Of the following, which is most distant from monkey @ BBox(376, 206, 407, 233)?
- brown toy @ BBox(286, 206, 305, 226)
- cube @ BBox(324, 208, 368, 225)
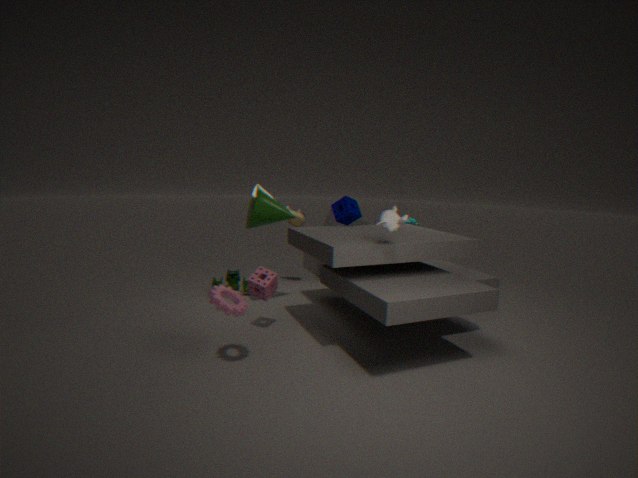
brown toy @ BBox(286, 206, 305, 226)
